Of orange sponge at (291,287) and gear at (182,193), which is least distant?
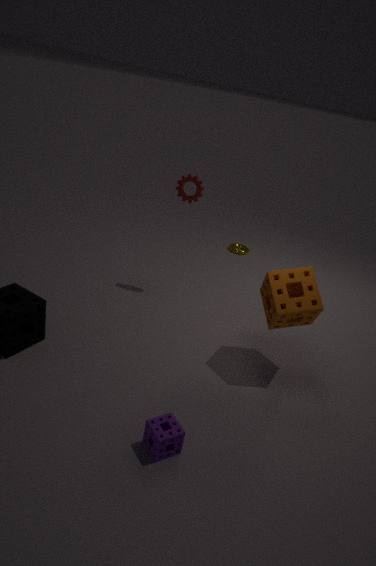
orange sponge at (291,287)
